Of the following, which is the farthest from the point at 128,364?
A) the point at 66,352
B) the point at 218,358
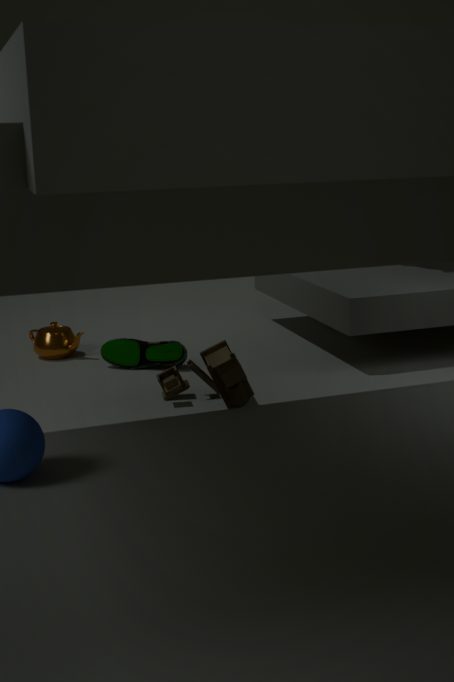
the point at 218,358
